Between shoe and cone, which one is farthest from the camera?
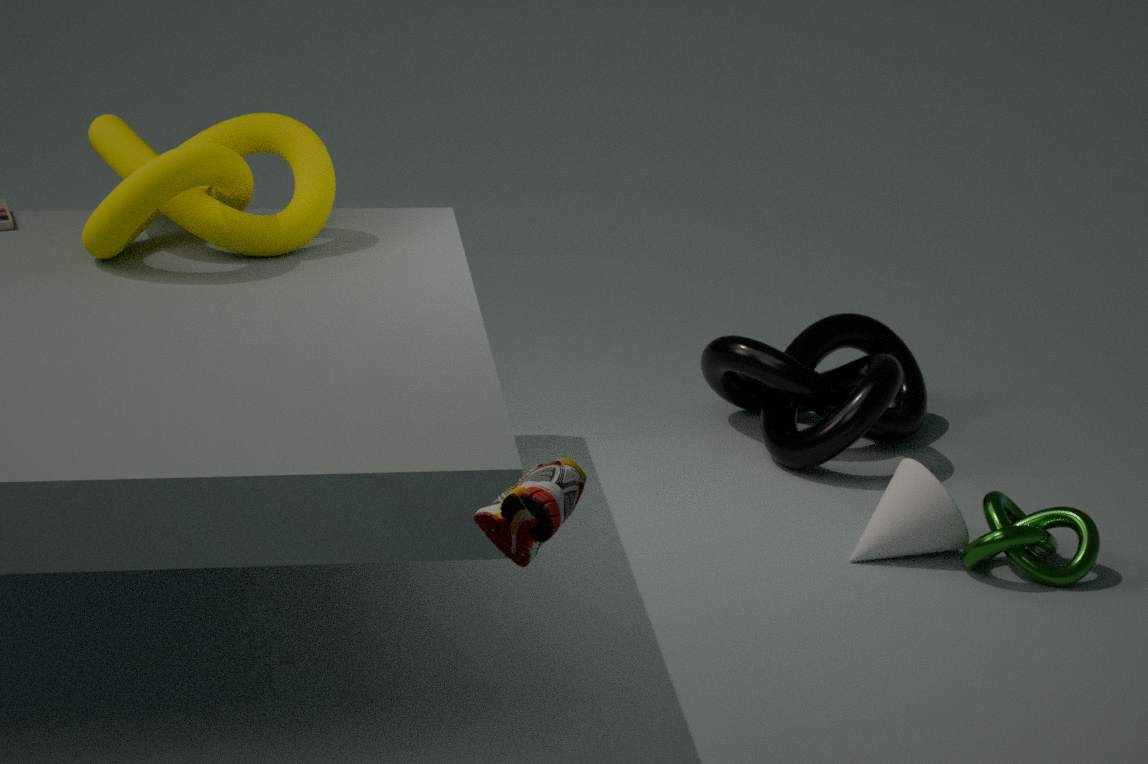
cone
